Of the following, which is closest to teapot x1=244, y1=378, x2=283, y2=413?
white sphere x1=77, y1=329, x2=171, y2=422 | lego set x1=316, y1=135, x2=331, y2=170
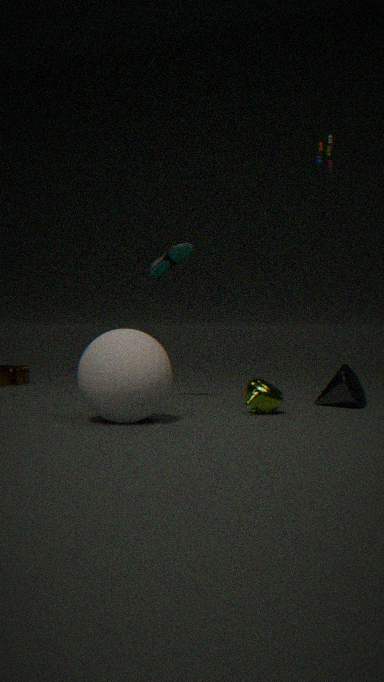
white sphere x1=77, y1=329, x2=171, y2=422
